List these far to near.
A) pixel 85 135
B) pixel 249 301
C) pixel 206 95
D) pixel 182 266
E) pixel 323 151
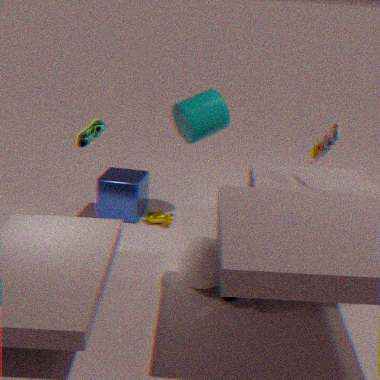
pixel 206 95 < pixel 323 151 < pixel 85 135 < pixel 182 266 < pixel 249 301
